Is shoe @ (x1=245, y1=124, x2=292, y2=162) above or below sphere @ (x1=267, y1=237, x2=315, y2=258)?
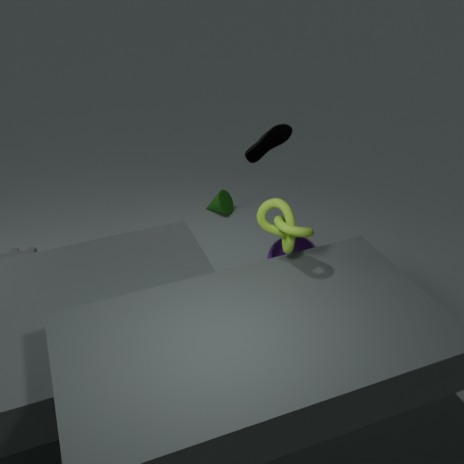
above
